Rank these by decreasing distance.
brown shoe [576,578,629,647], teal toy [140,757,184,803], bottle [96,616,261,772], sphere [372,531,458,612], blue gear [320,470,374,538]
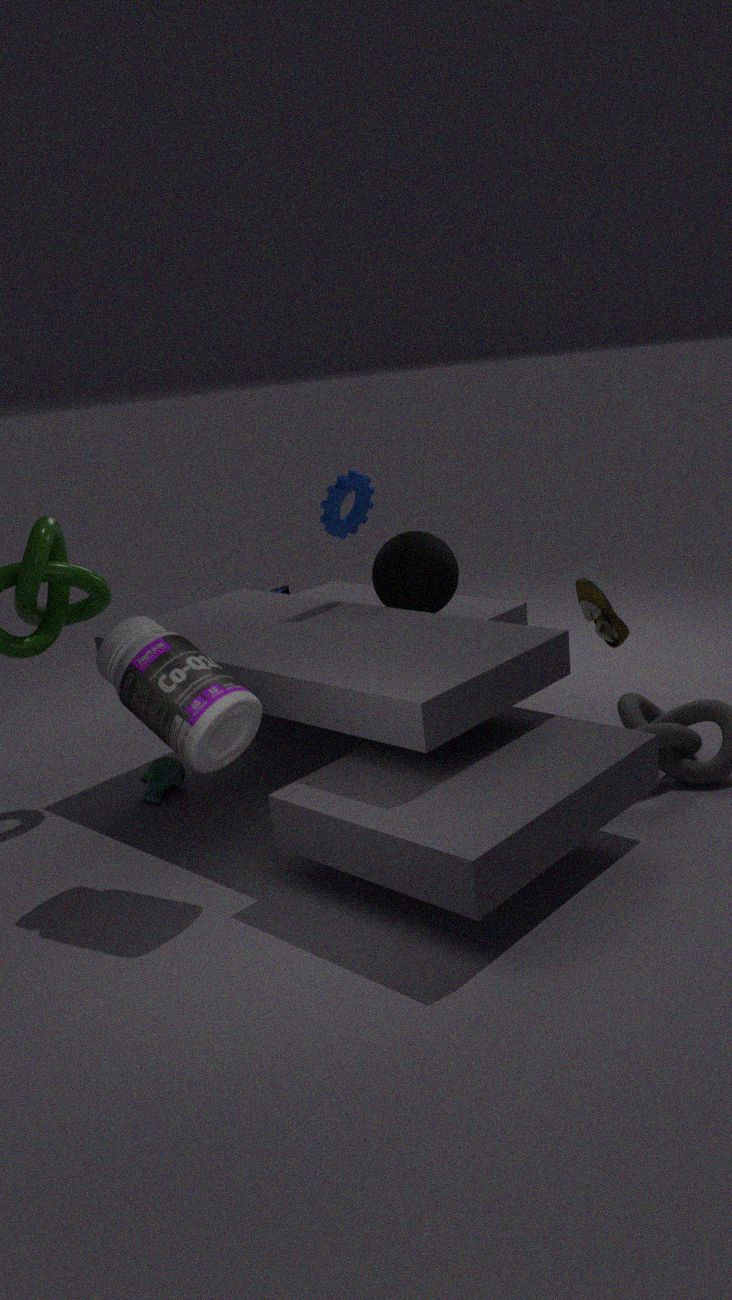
brown shoe [576,578,629,647], sphere [372,531,458,612], teal toy [140,757,184,803], blue gear [320,470,374,538], bottle [96,616,261,772]
